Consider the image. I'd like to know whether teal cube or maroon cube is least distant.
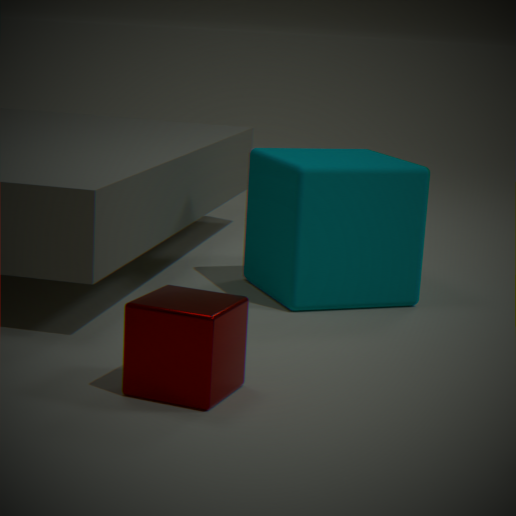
maroon cube
